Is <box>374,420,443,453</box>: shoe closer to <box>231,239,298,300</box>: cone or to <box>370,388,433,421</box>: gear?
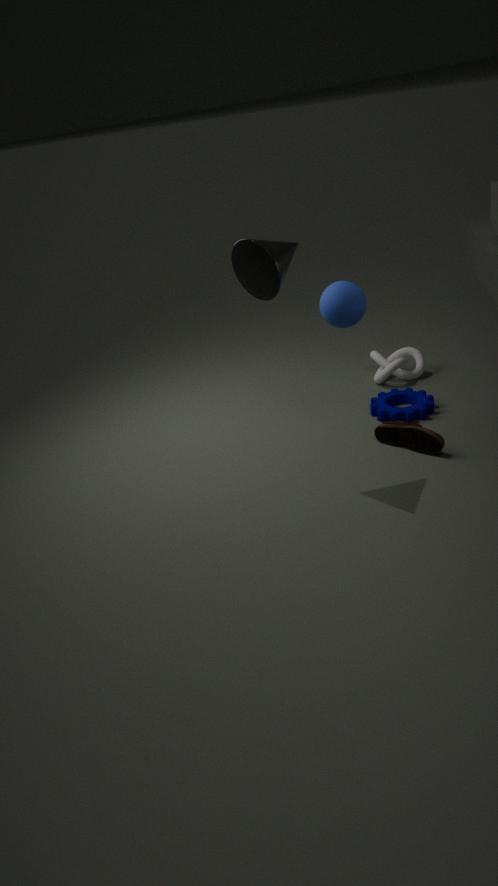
<box>370,388,433,421</box>: gear
